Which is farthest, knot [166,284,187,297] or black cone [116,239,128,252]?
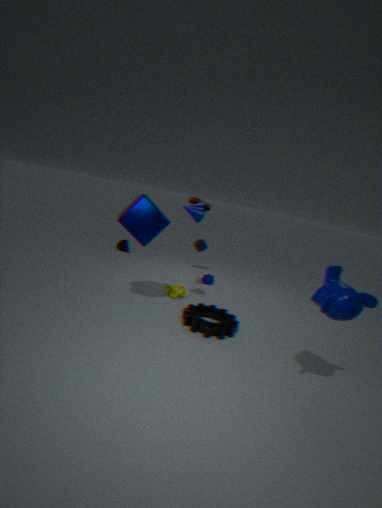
black cone [116,239,128,252]
